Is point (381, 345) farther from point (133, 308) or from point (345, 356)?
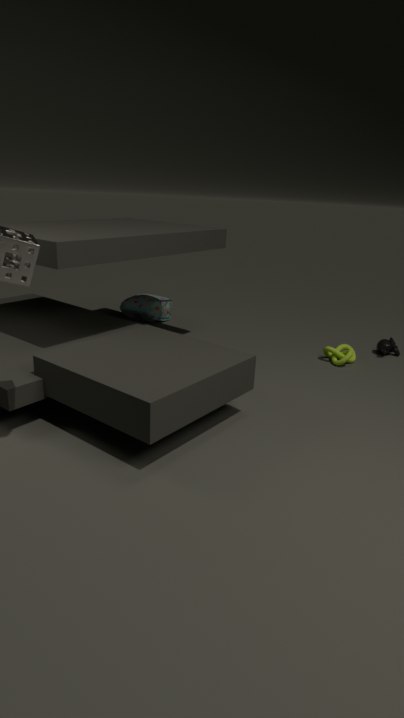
point (133, 308)
